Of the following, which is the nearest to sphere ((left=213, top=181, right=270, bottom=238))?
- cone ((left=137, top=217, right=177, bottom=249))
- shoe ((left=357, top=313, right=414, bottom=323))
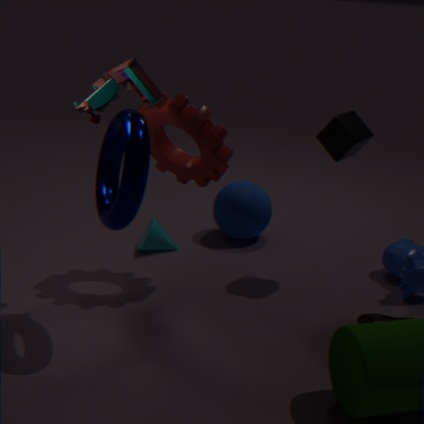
cone ((left=137, top=217, right=177, bottom=249))
